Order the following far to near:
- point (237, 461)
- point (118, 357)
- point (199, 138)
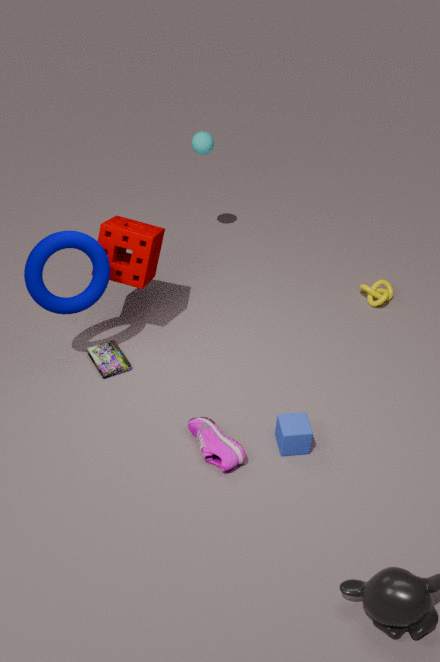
1. point (199, 138)
2. point (118, 357)
3. point (237, 461)
